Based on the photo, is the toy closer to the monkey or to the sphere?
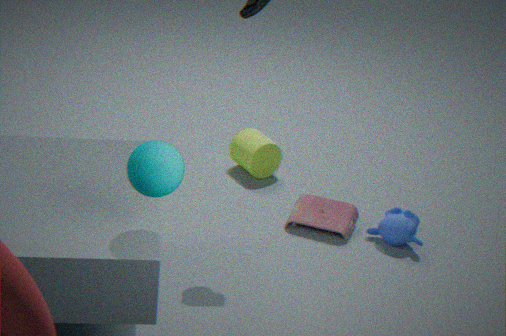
the monkey
